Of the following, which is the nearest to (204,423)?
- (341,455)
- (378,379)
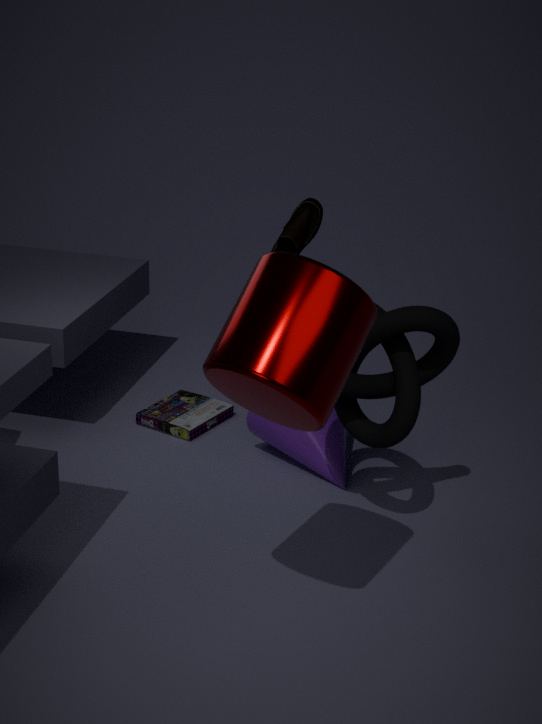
(341,455)
